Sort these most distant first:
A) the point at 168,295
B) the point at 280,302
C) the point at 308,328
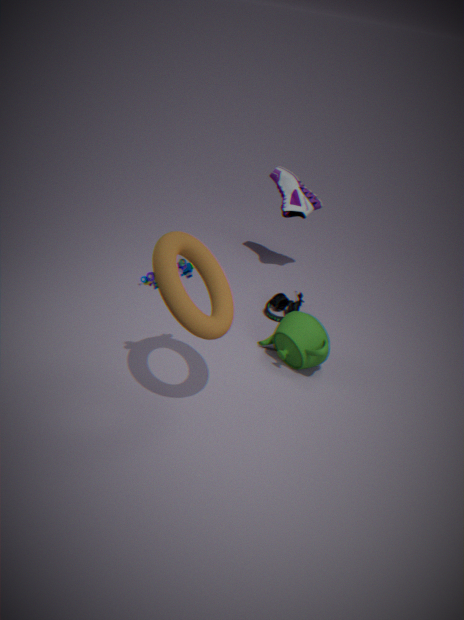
the point at 280,302 → the point at 308,328 → the point at 168,295
